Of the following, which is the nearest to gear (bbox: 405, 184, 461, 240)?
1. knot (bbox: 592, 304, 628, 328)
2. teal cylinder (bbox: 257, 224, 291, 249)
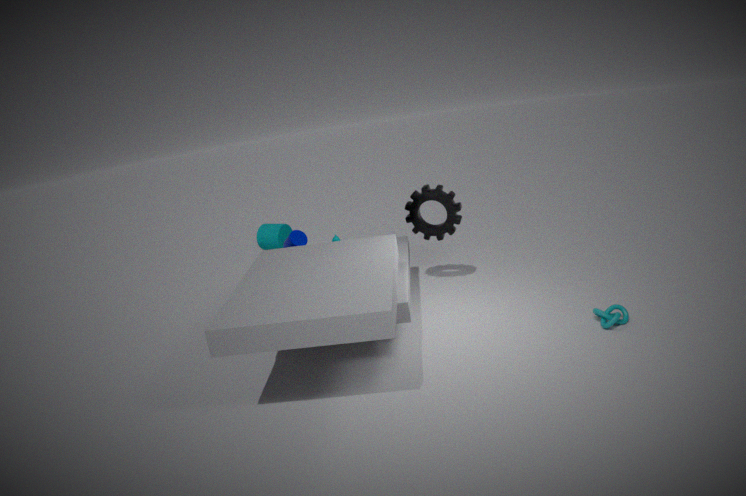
knot (bbox: 592, 304, 628, 328)
